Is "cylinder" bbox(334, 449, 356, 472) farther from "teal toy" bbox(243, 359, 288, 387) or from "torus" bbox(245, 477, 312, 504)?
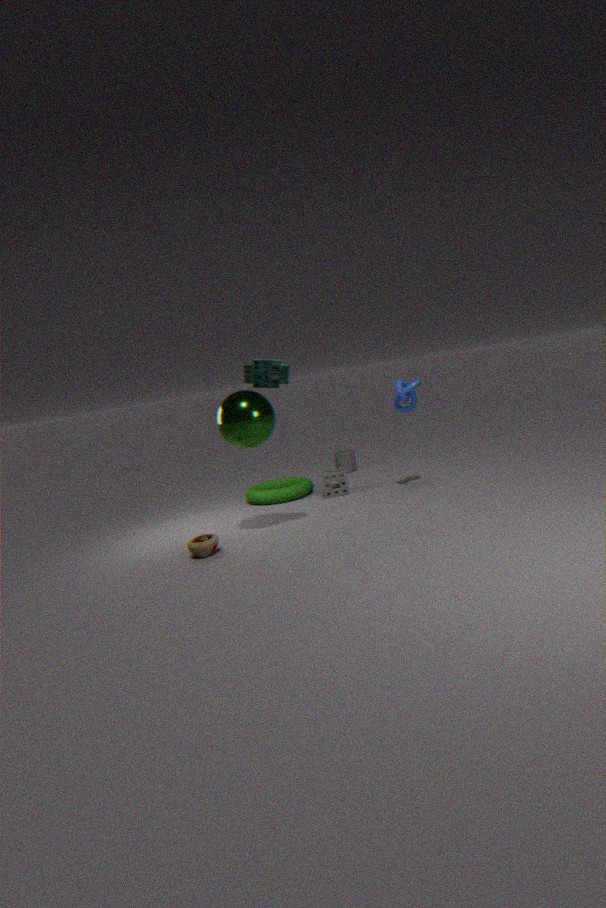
"teal toy" bbox(243, 359, 288, 387)
